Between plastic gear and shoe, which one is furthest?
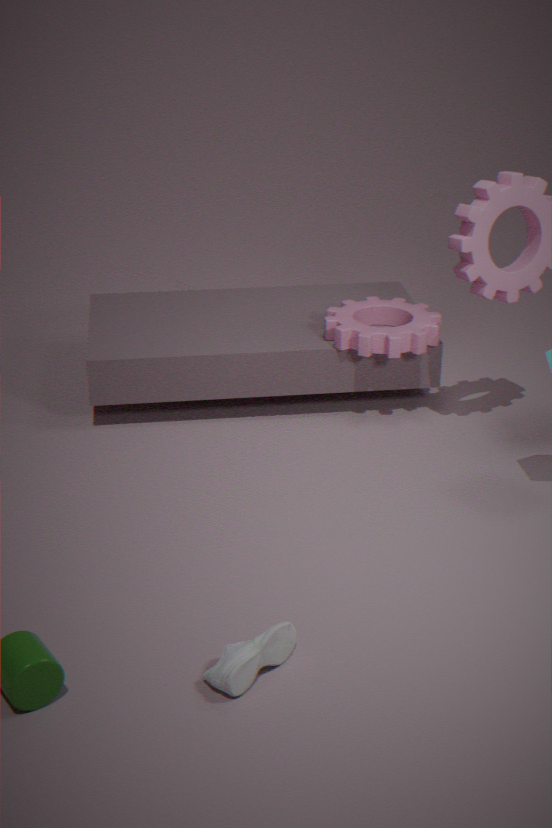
plastic gear
